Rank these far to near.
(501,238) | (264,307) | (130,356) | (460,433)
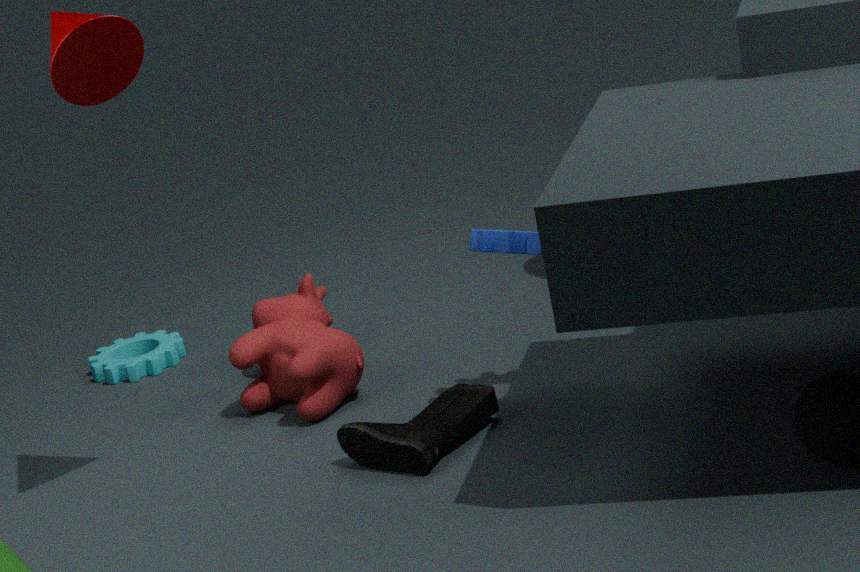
(130,356)
(264,307)
(460,433)
(501,238)
